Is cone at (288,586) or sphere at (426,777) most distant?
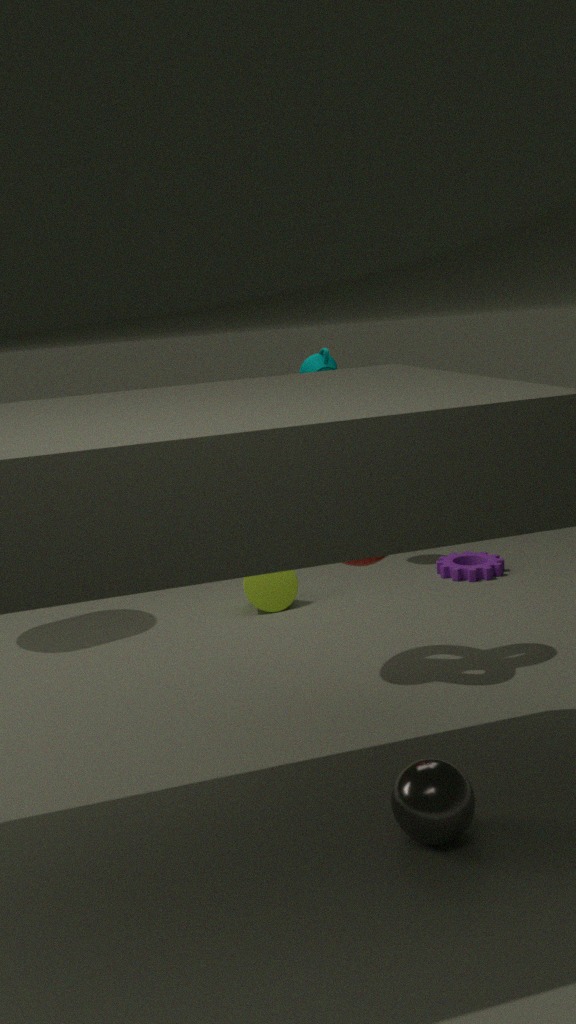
cone at (288,586)
